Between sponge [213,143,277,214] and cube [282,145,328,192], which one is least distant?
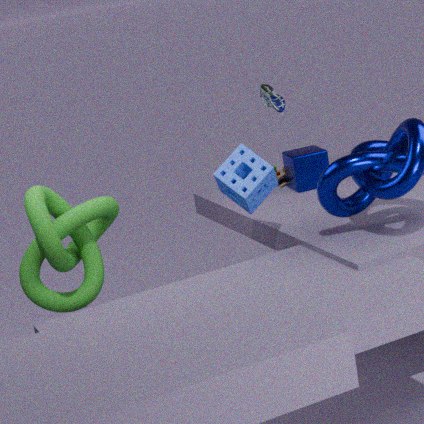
sponge [213,143,277,214]
